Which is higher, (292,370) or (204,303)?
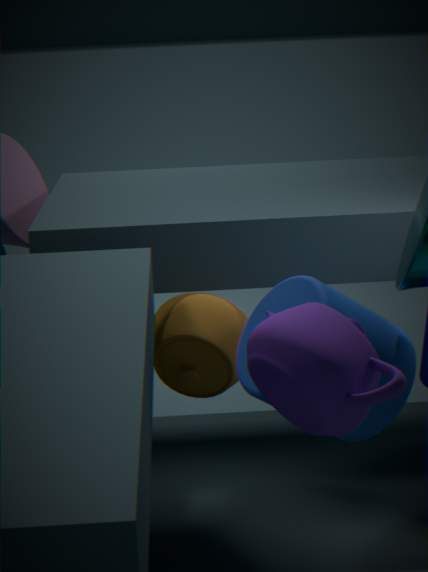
(292,370)
